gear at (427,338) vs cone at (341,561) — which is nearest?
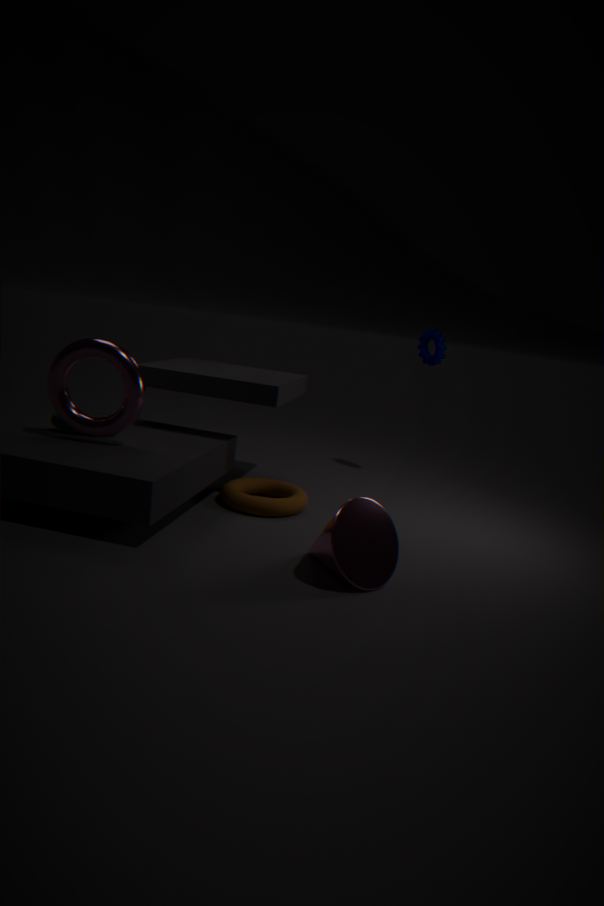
cone at (341,561)
